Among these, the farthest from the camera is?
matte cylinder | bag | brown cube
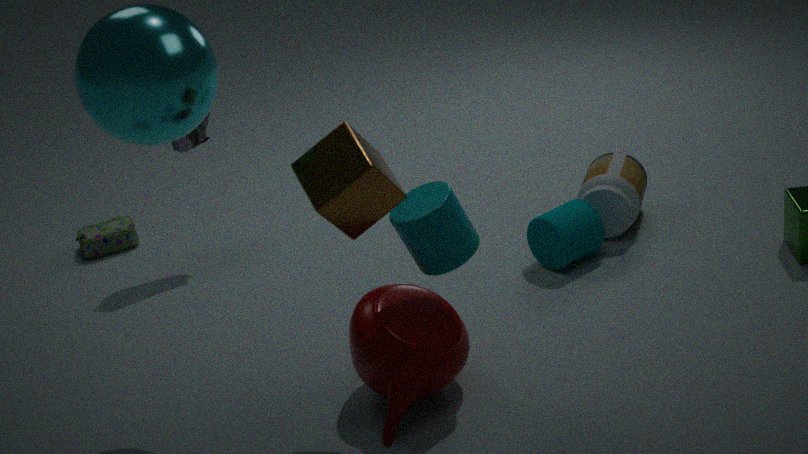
bag
